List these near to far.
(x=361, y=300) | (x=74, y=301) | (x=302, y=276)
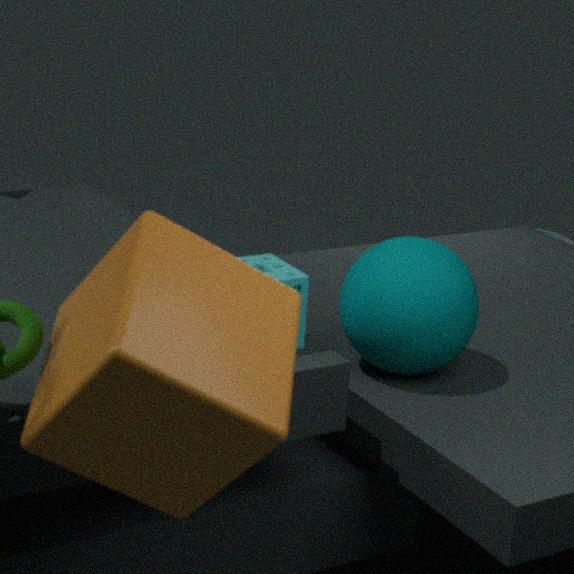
(x=74, y=301) < (x=302, y=276) < (x=361, y=300)
